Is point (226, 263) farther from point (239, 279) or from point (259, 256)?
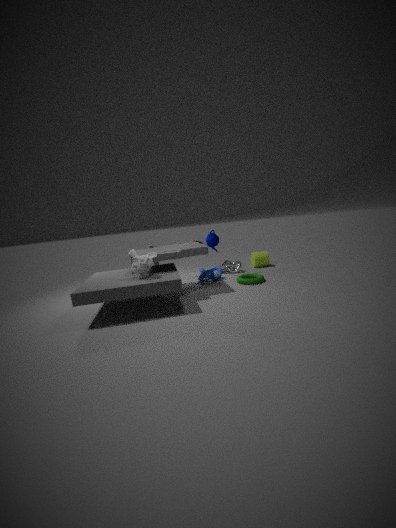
point (239, 279)
